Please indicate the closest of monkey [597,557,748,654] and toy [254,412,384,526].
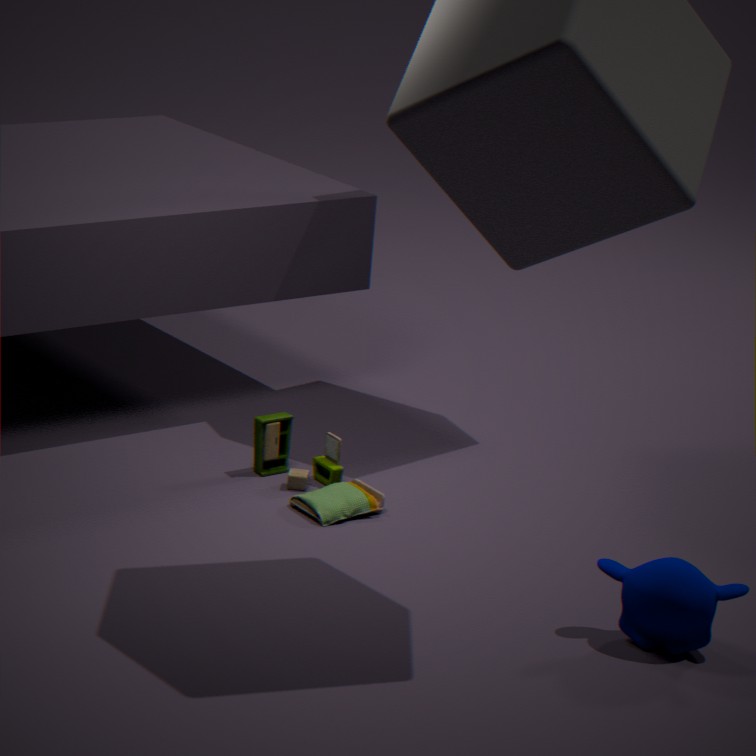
monkey [597,557,748,654]
